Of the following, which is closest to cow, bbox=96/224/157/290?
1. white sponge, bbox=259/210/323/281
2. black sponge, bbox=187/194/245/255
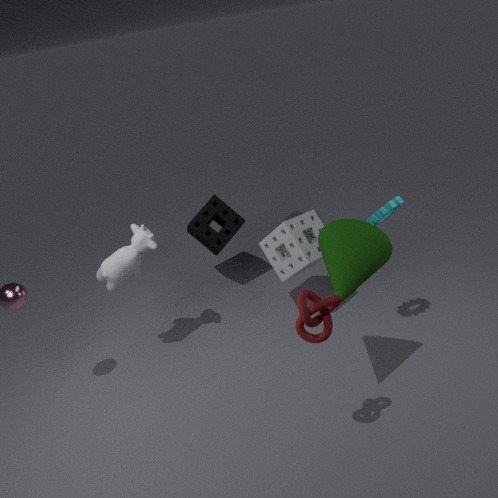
black sponge, bbox=187/194/245/255
